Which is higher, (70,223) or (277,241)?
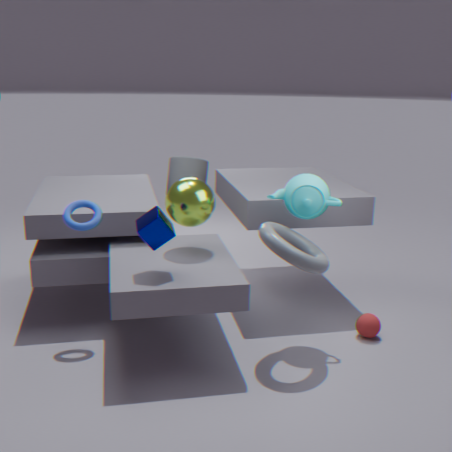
(70,223)
